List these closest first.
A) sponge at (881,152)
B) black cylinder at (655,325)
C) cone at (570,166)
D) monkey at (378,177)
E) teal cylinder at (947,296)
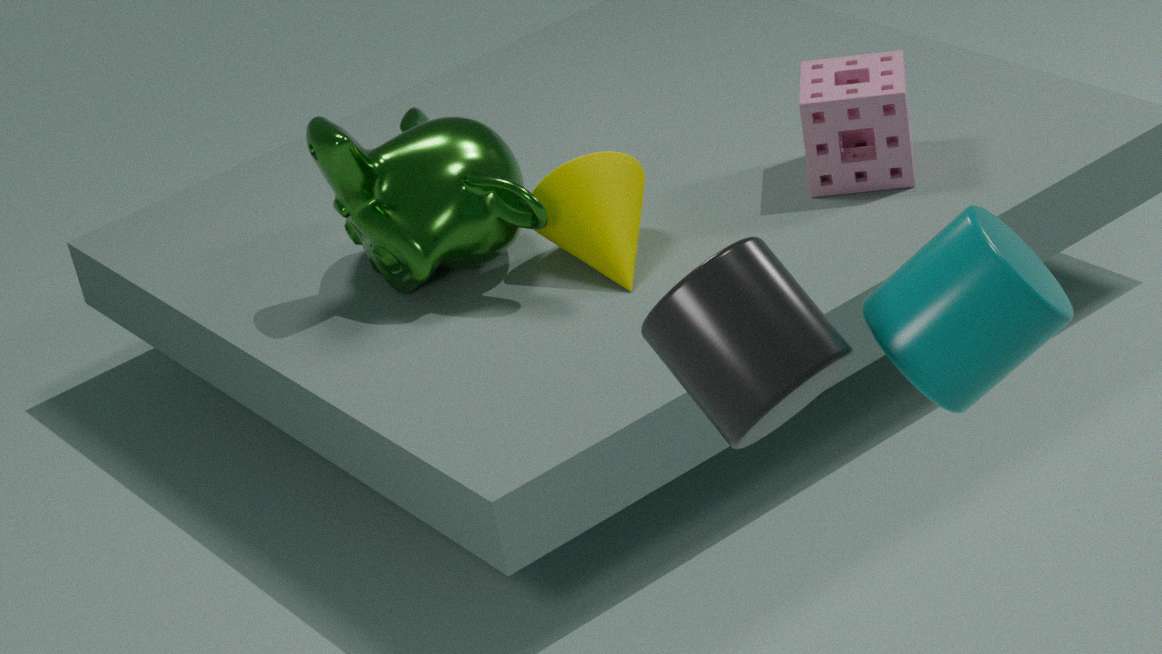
black cylinder at (655,325), teal cylinder at (947,296), monkey at (378,177), cone at (570,166), sponge at (881,152)
